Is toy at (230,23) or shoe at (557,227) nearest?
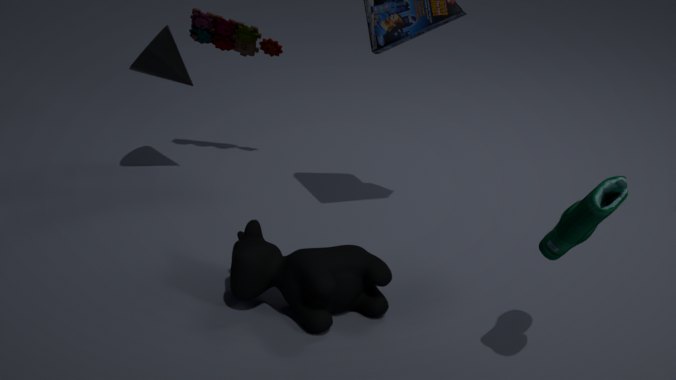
shoe at (557,227)
